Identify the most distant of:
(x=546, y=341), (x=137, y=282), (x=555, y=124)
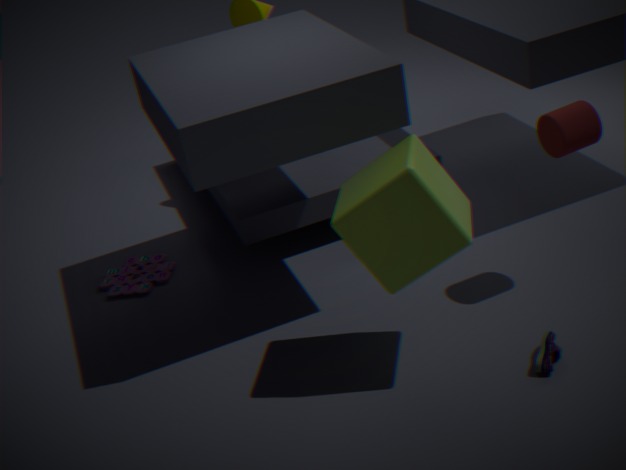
(x=137, y=282)
